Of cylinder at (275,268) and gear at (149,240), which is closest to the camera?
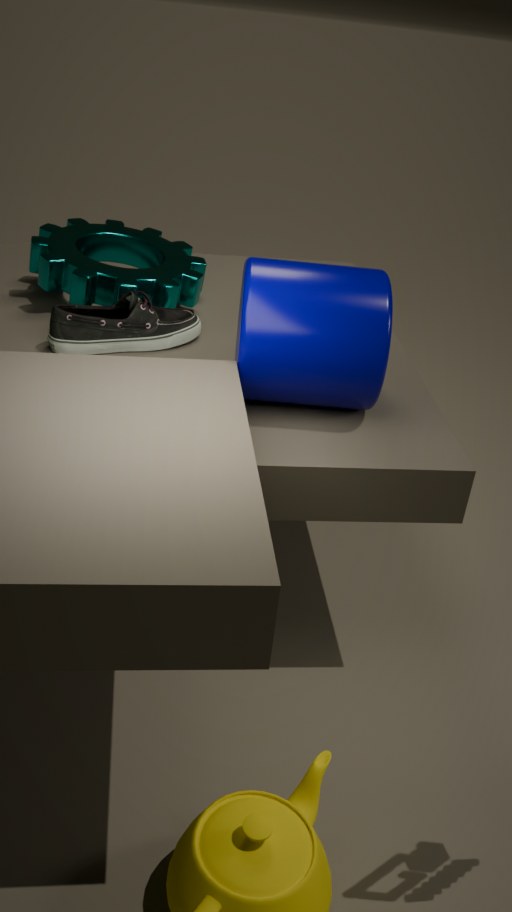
cylinder at (275,268)
